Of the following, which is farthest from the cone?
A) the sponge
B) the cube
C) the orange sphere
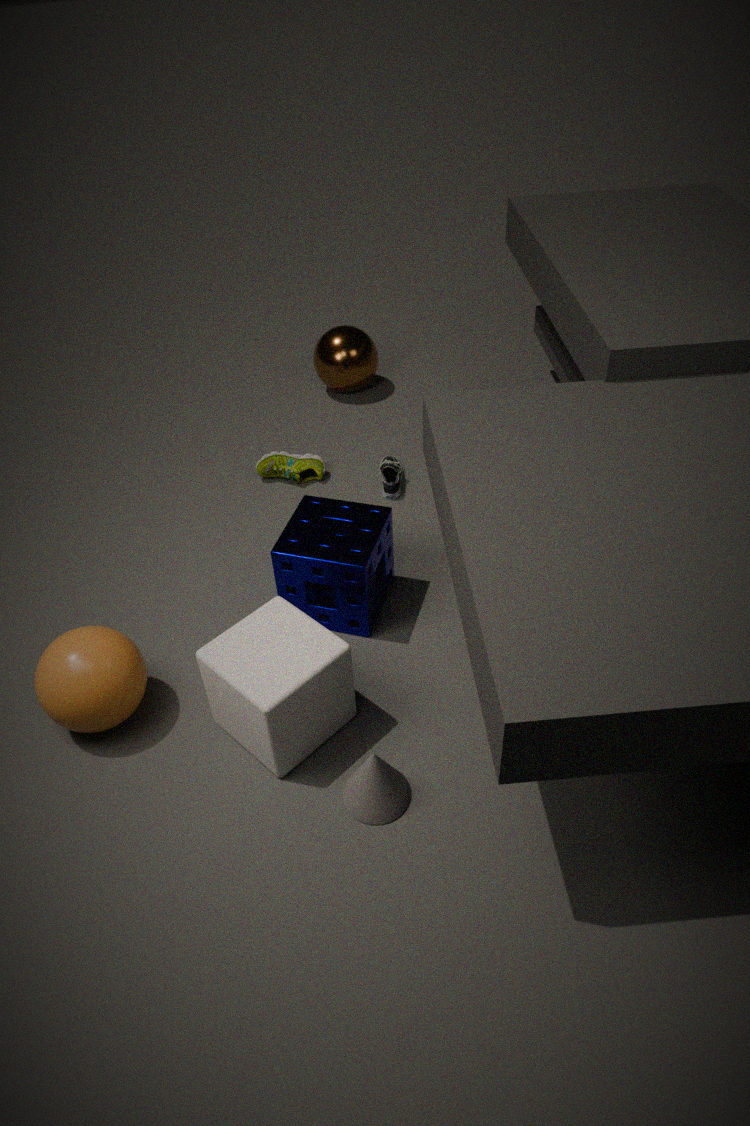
the orange sphere
